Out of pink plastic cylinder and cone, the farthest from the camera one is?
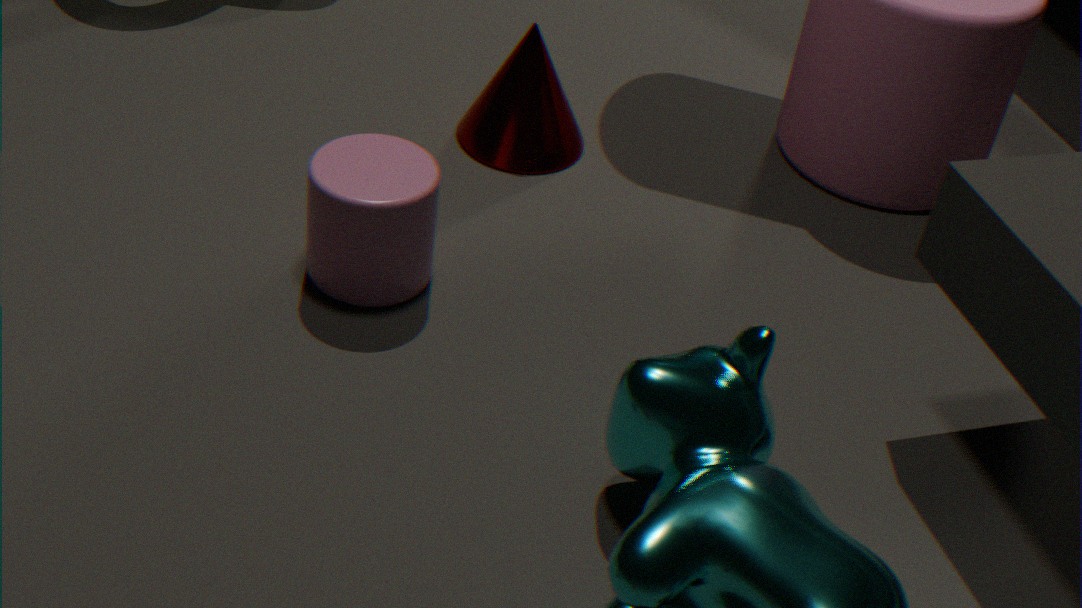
cone
